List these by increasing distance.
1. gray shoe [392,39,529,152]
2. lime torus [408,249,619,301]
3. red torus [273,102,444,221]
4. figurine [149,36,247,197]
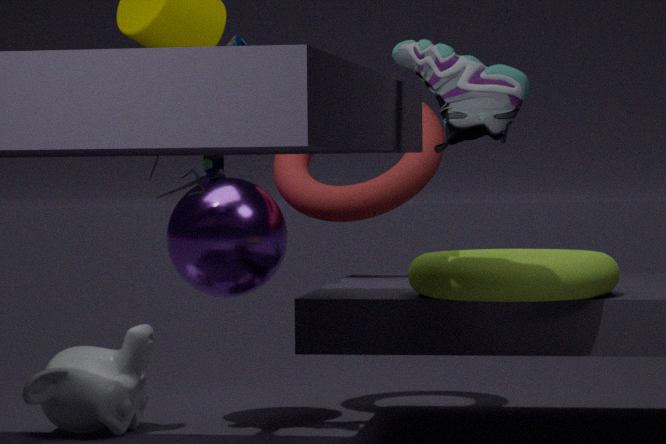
gray shoe [392,39,529,152]
lime torus [408,249,619,301]
figurine [149,36,247,197]
red torus [273,102,444,221]
